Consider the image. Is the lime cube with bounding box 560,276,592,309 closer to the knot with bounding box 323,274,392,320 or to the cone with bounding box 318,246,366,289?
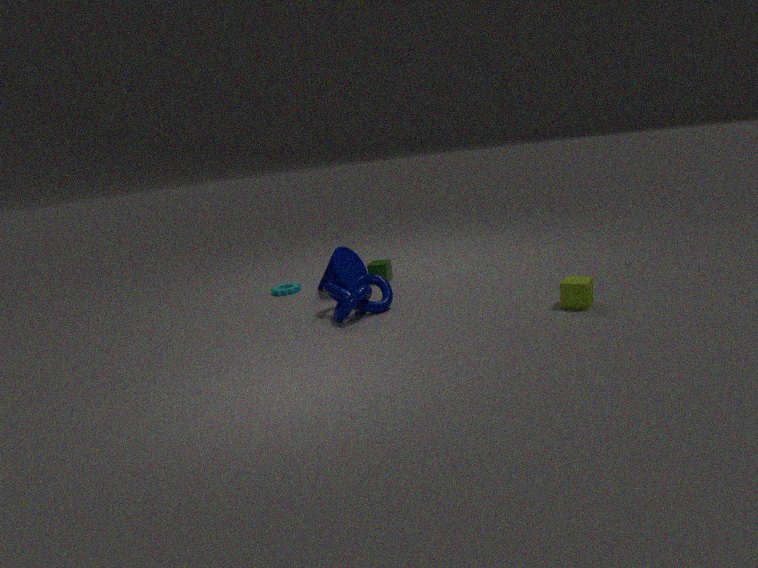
the knot with bounding box 323,274,392,320
